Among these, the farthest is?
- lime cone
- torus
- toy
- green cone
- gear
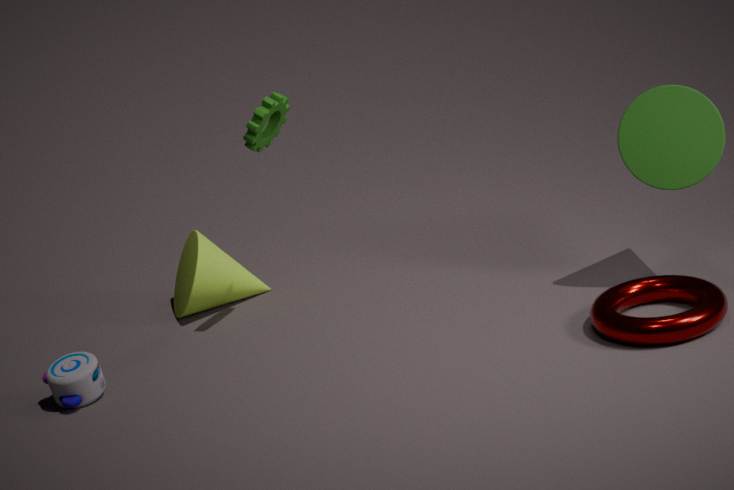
lime cone
